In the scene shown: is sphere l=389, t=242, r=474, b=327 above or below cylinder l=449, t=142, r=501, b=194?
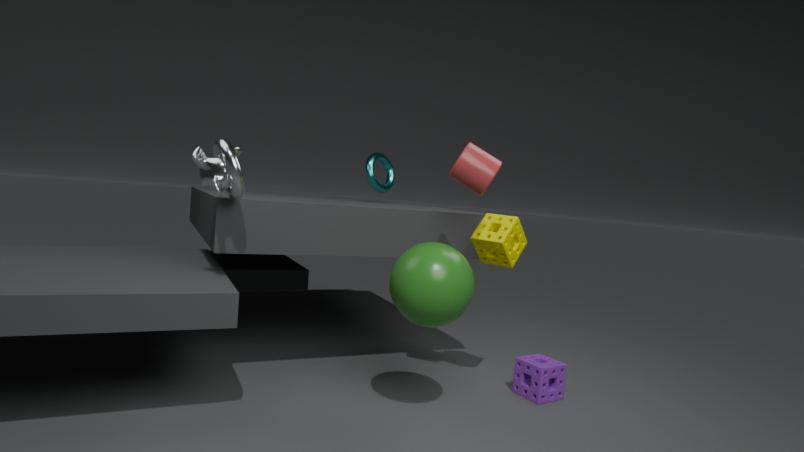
below
